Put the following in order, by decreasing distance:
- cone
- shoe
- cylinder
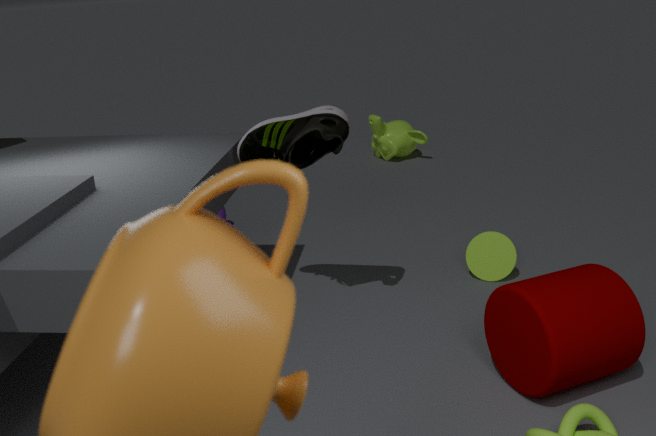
cone
shoe
cylinder
